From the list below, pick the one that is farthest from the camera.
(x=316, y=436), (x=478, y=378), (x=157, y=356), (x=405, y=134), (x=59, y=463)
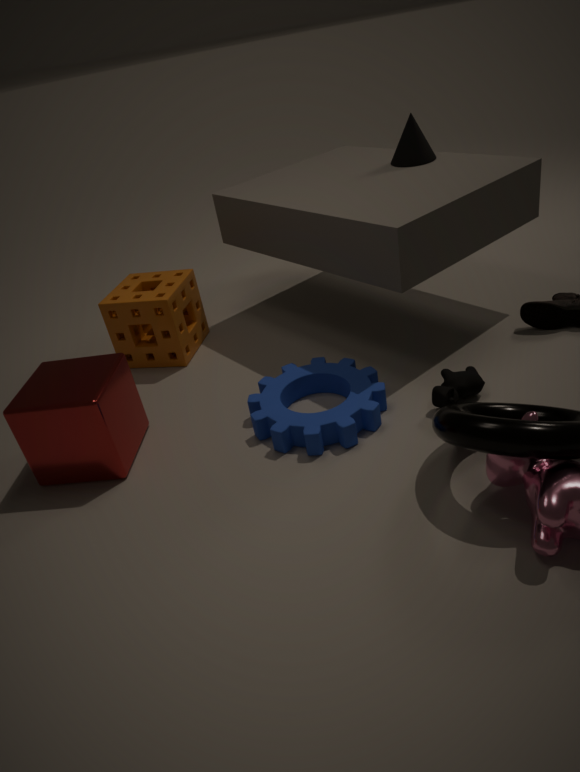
(x=157, y=356)
